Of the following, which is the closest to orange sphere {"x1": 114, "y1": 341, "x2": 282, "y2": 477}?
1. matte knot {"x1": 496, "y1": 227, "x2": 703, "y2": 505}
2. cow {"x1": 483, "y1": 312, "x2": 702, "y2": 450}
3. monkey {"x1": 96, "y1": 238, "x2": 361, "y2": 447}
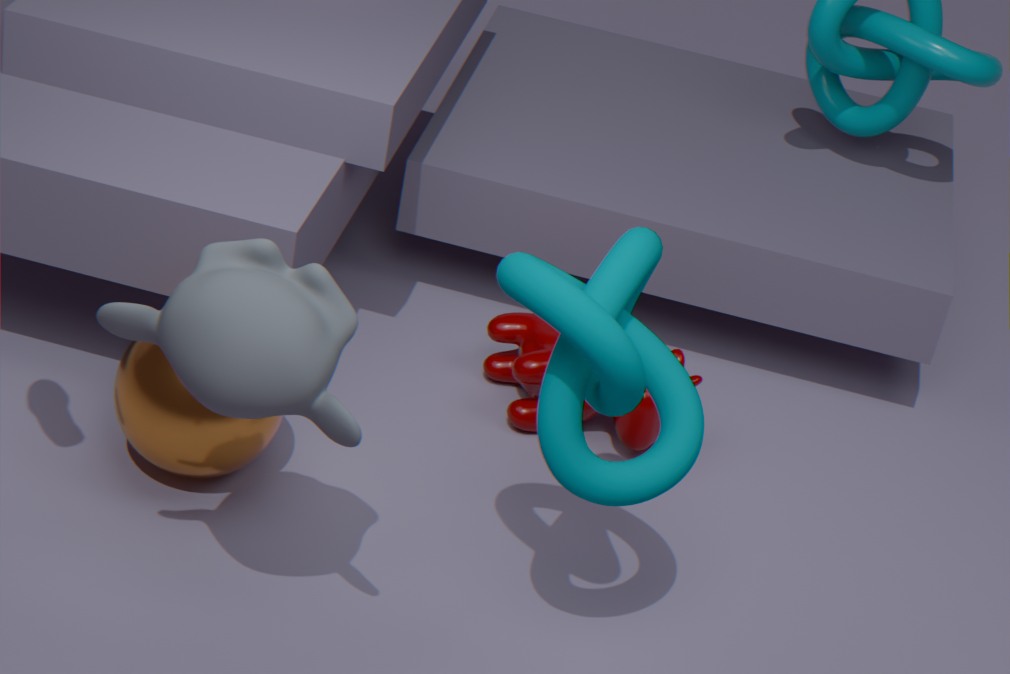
monkey {"x1": 96, "y1": 238, "x2": 361, "y2": 447}
